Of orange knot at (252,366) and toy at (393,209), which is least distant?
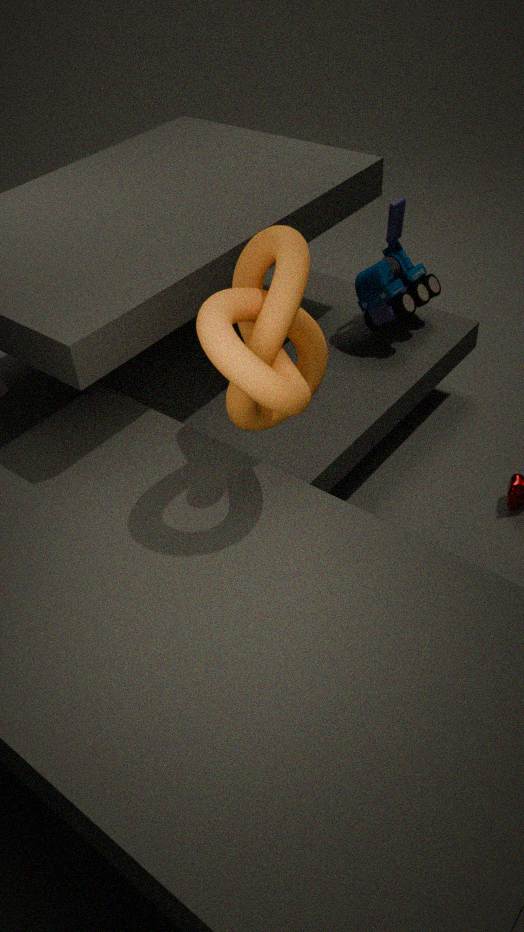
orange knot at (252,366)
